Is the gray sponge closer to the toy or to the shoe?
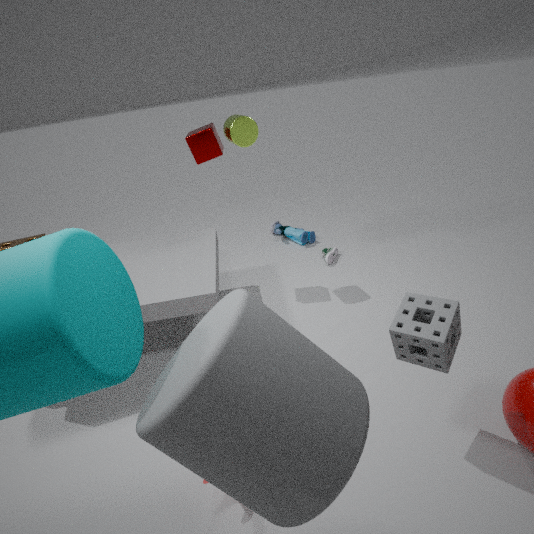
the shoe
